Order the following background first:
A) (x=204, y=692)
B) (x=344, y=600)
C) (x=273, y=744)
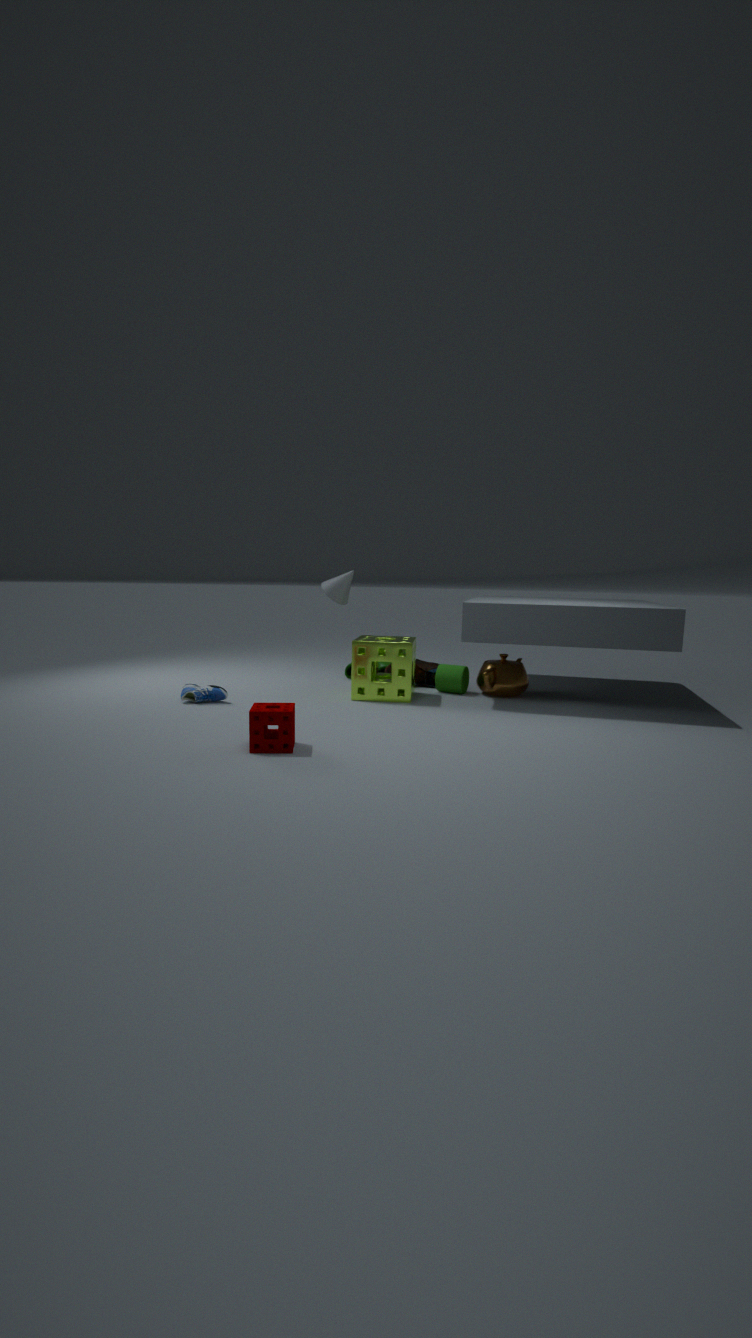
(x=344, y=600)
(x=204, y=692)
(x=273, y=744)
